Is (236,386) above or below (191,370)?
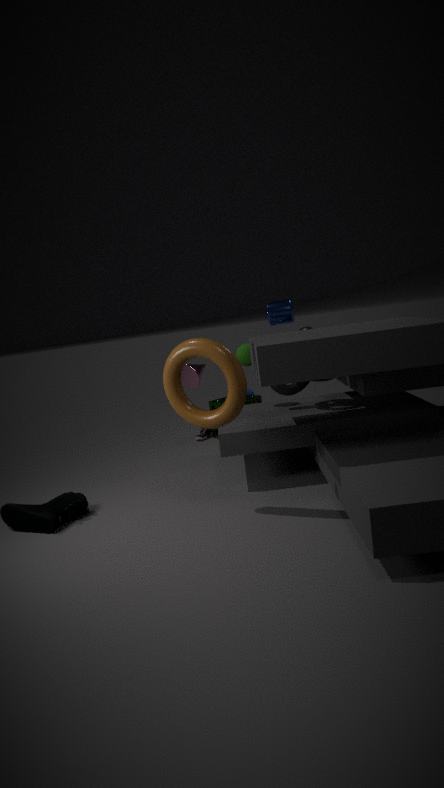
above
